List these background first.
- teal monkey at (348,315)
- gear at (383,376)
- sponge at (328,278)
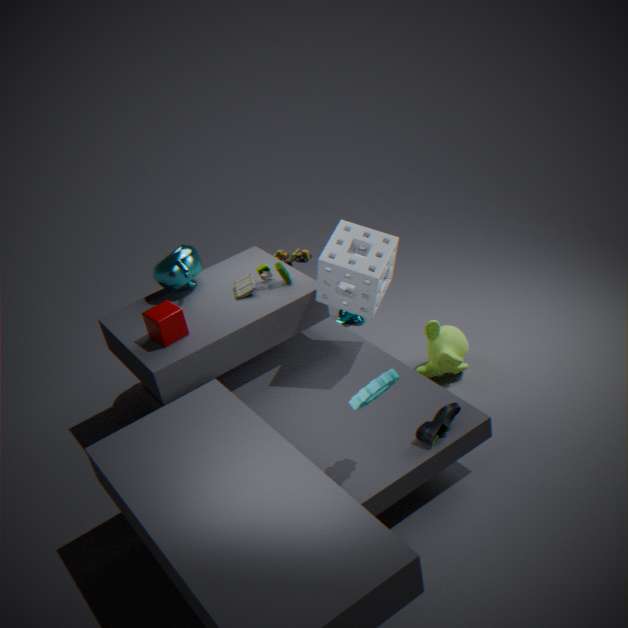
teal monkey at (348,315) < sponge at (328,278) < gear at (383,376)
